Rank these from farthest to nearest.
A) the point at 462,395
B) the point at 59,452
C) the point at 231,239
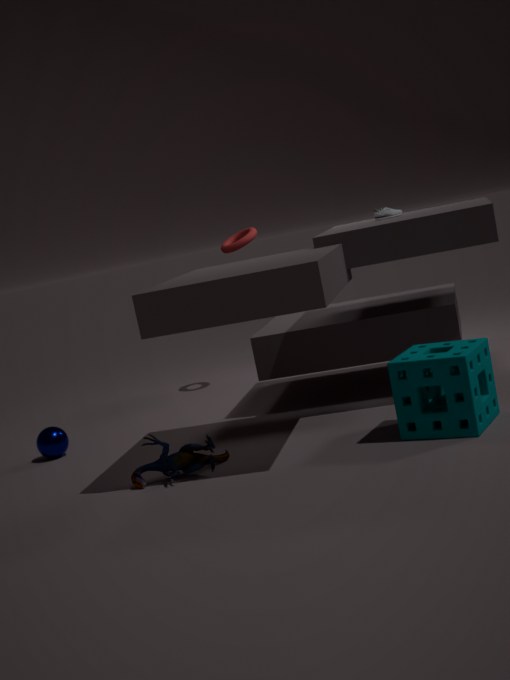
the point at 231,239
the point at 59,452
the point at 462,395
